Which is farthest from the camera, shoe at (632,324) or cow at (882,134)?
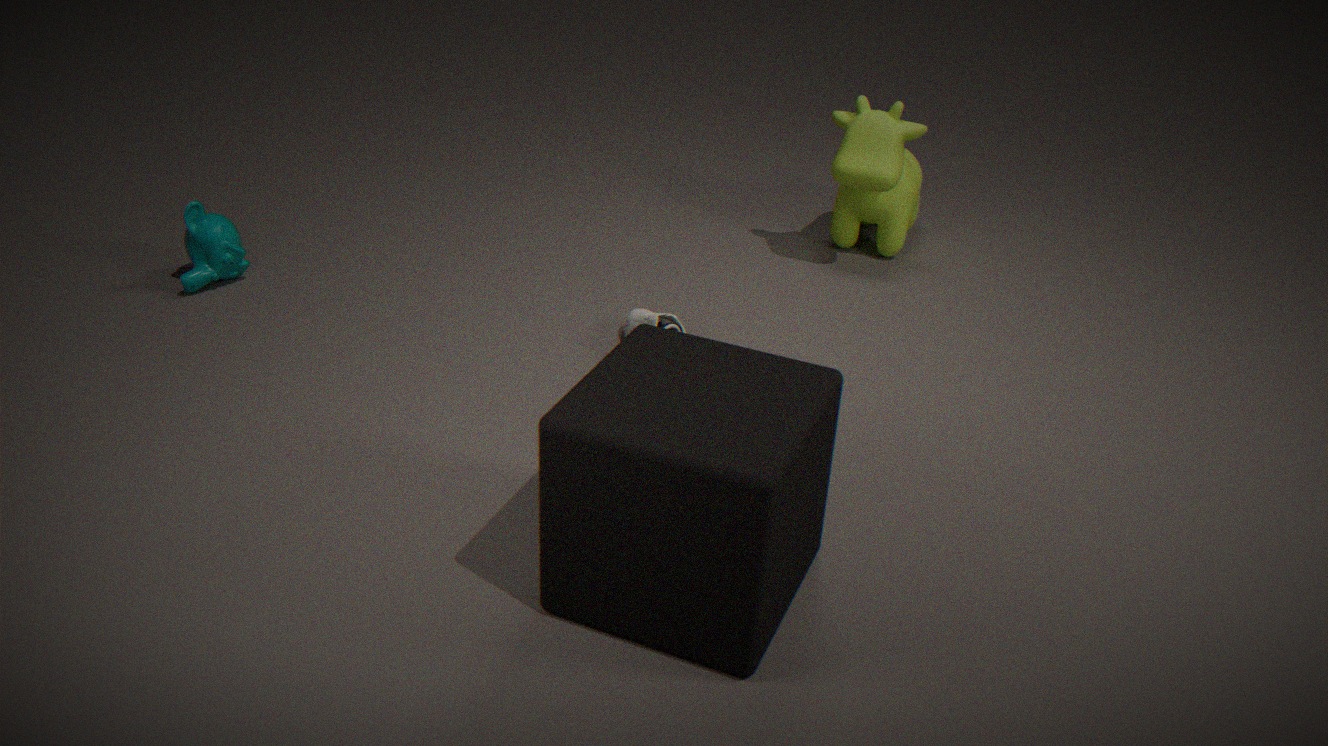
cow at (882,134)
